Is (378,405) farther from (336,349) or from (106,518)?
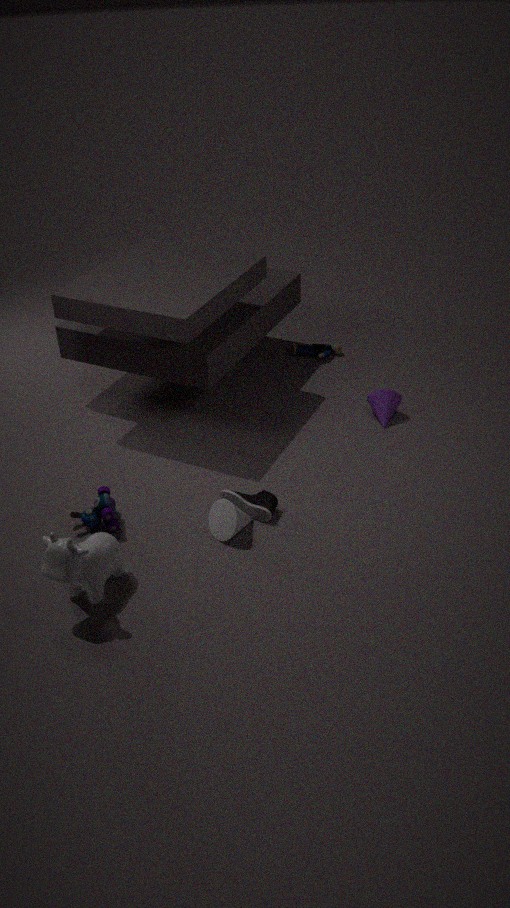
(106,518)
